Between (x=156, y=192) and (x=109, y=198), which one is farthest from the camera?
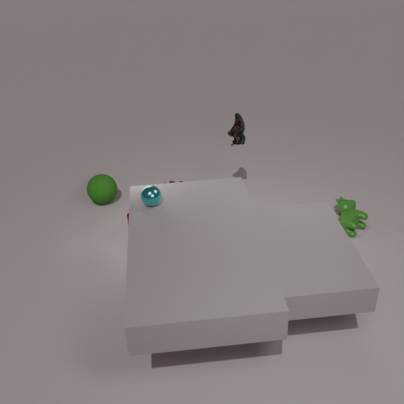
(x=109, y=198)
